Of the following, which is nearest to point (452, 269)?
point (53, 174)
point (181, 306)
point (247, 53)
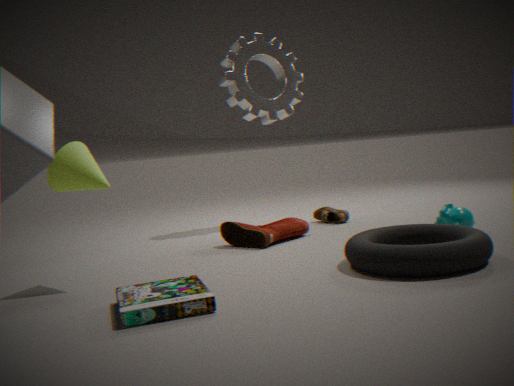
point (181, 306)
